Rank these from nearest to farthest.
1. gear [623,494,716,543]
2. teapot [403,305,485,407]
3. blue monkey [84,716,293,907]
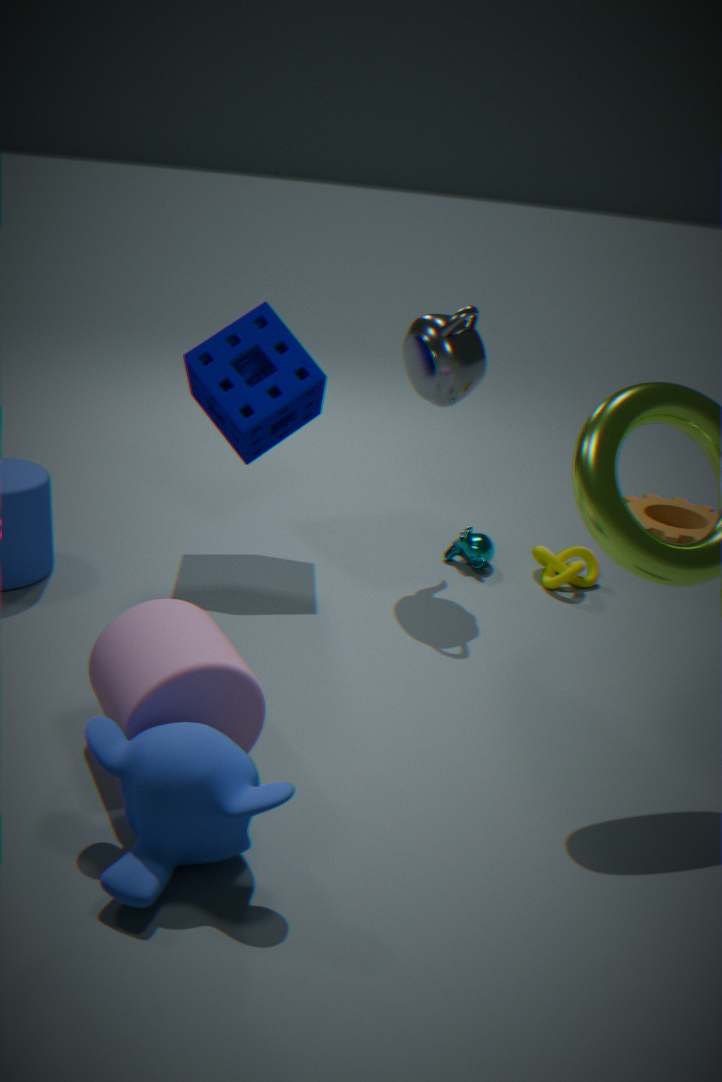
blue monkey [84,716,293,907] → teapot [403,305,485,407] → gear [623,494,716,543]
